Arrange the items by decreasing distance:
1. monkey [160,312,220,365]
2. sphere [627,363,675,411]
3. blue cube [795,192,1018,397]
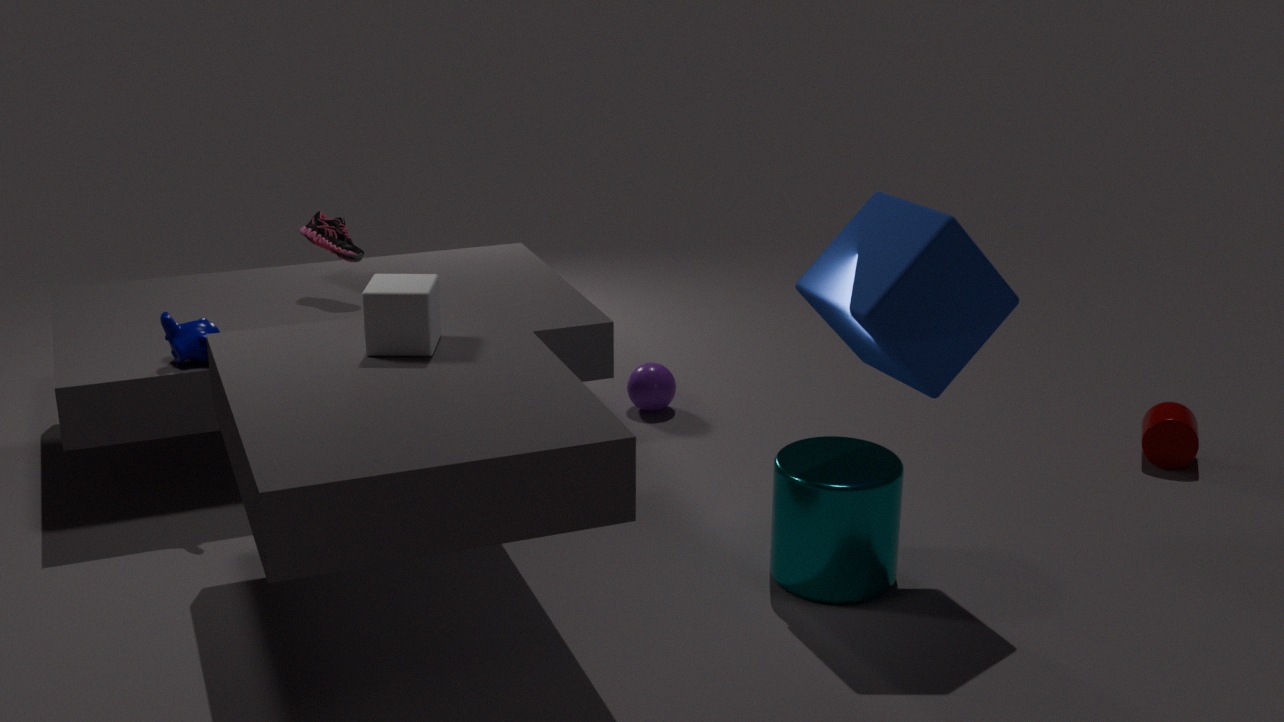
sphere [627,363,675,411] → monkey [160,312,220,365] → blue cube [795,192,1018,397]
